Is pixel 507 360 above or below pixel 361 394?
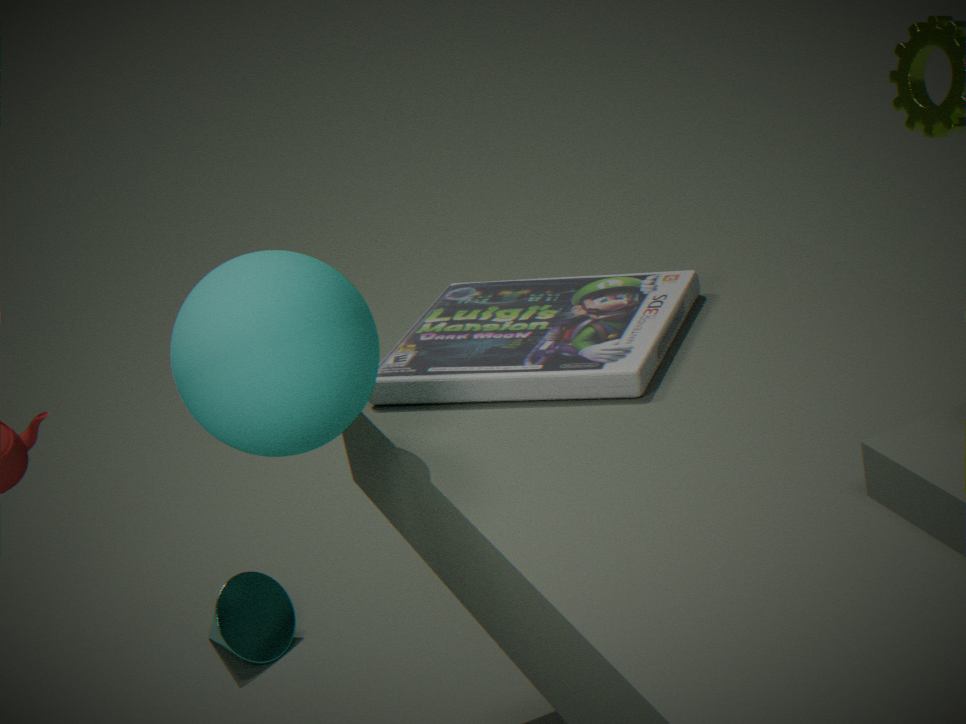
below
